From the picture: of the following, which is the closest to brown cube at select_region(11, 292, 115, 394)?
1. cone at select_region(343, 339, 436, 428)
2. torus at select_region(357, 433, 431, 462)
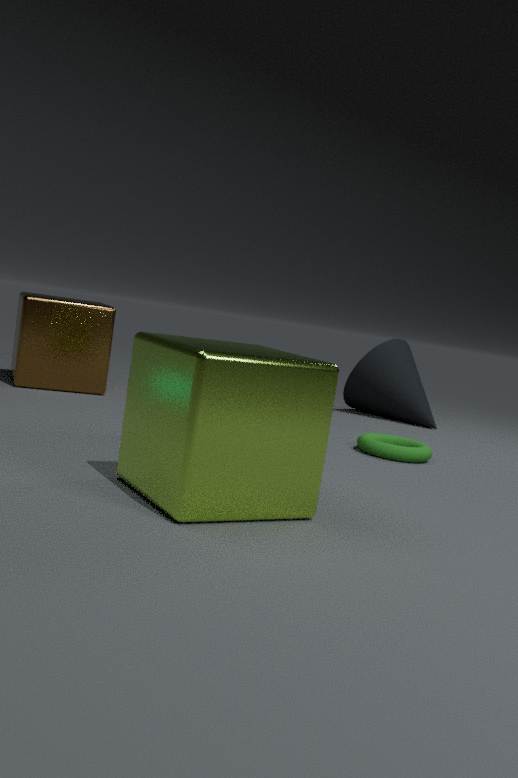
torus at select_region(357, 433, 431, 462)
